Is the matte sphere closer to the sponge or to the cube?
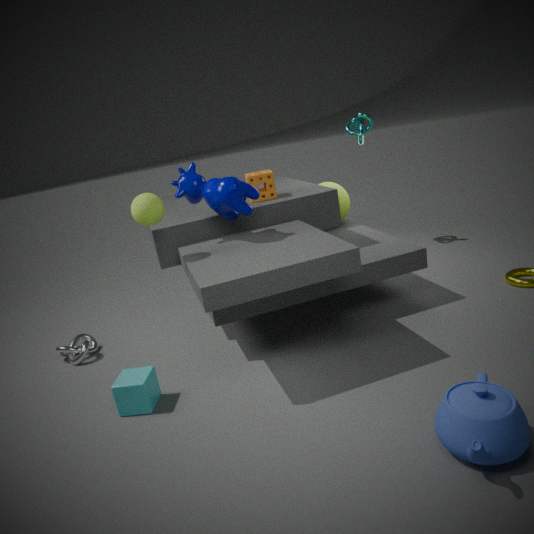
the sponge
